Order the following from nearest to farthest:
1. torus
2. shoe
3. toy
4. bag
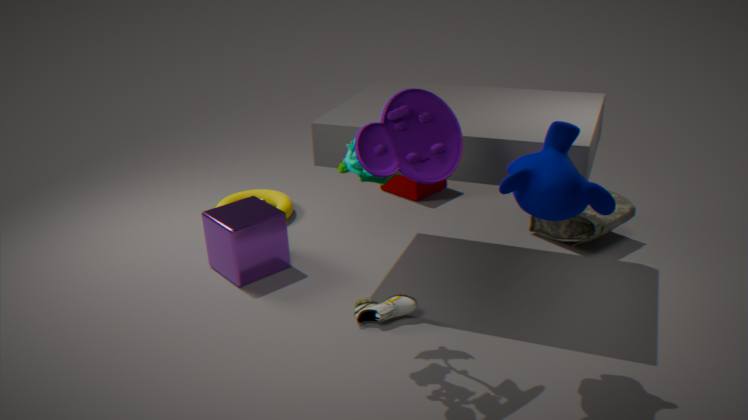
toy < shoe < bag < torus
